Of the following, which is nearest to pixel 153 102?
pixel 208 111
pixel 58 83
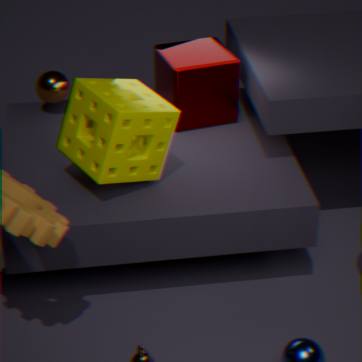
pixel 208 111
